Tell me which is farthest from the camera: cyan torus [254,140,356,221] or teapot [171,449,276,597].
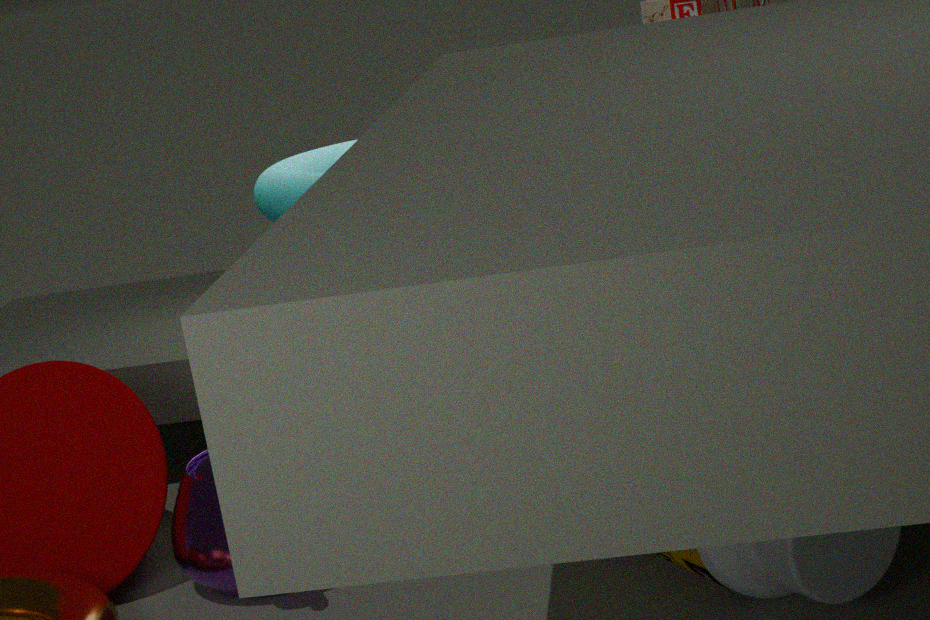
cyan torus [254,140,356,221]
